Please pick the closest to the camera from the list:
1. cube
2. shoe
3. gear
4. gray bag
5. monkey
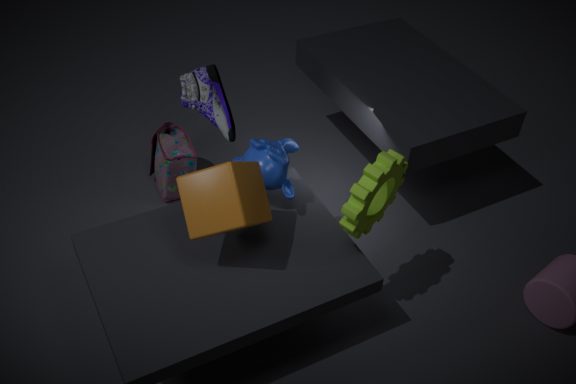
cube
